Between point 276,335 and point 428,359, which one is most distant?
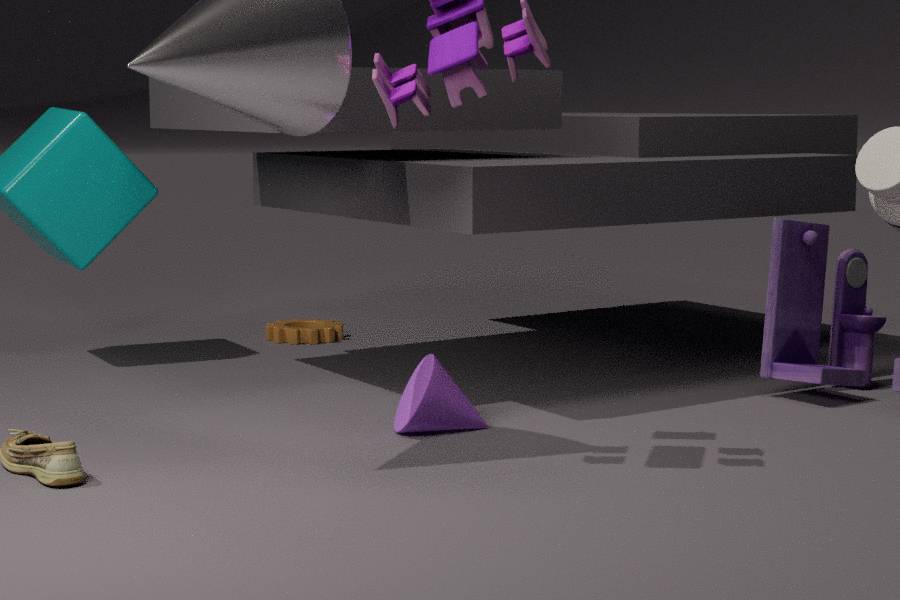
point 276,335
